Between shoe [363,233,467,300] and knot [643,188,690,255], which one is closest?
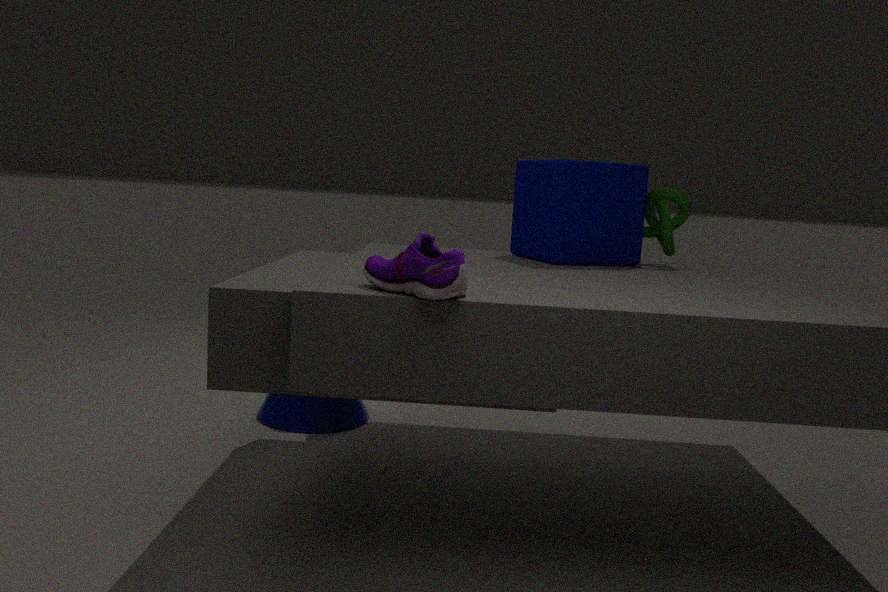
shoe [363,233,467,300]
